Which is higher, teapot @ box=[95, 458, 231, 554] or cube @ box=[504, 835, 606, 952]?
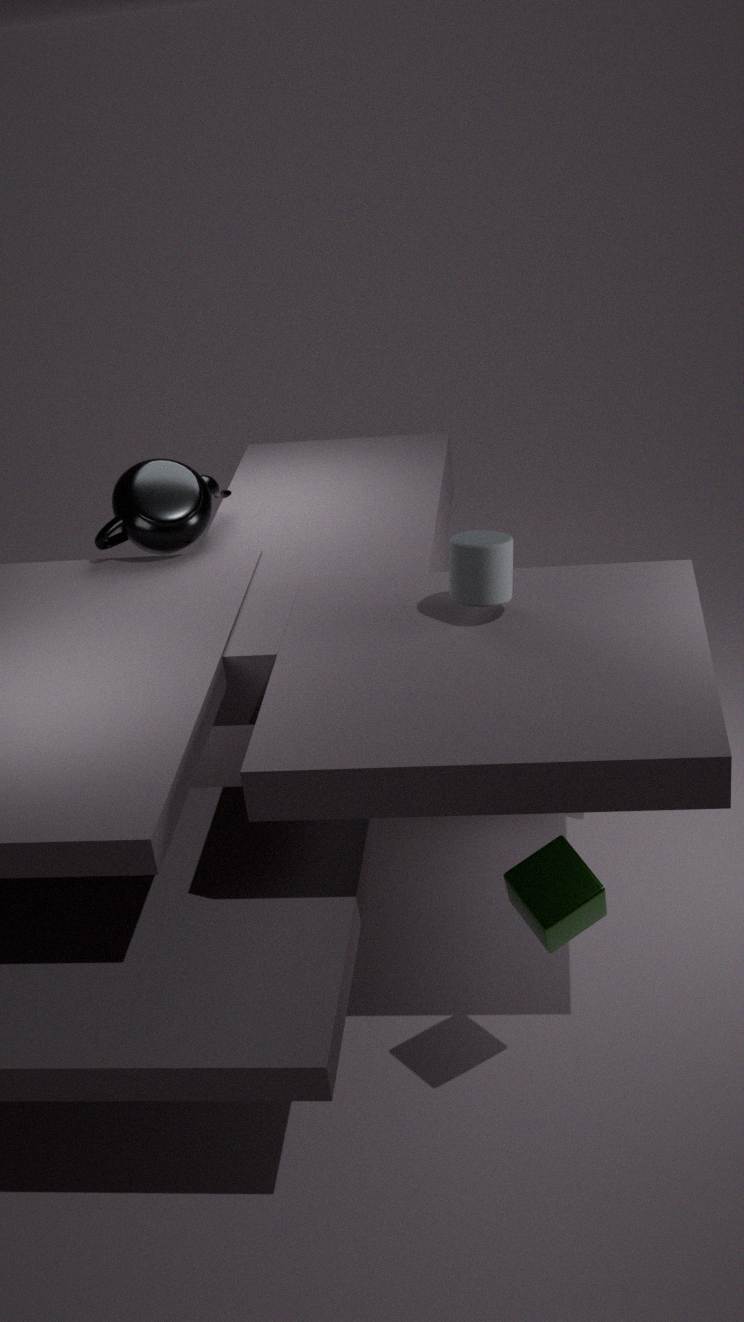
teapot @ box=[95, 458, 231, 554]
